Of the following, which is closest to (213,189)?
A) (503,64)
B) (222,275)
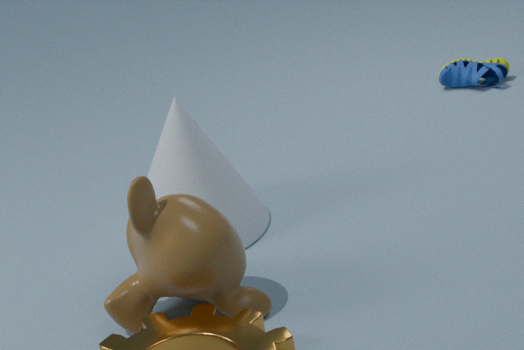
(222,275)
